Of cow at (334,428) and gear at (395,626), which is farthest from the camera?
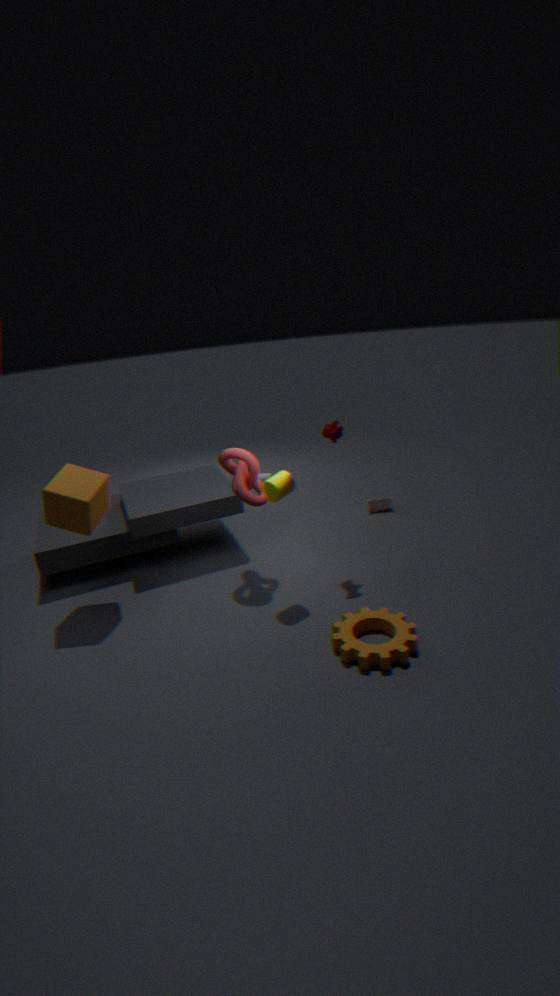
cow at (334,428)
